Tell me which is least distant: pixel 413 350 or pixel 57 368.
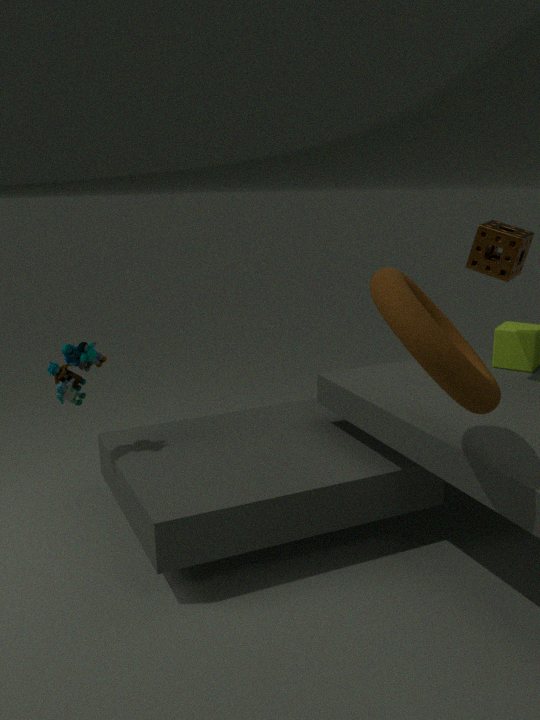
pixel 413 350
